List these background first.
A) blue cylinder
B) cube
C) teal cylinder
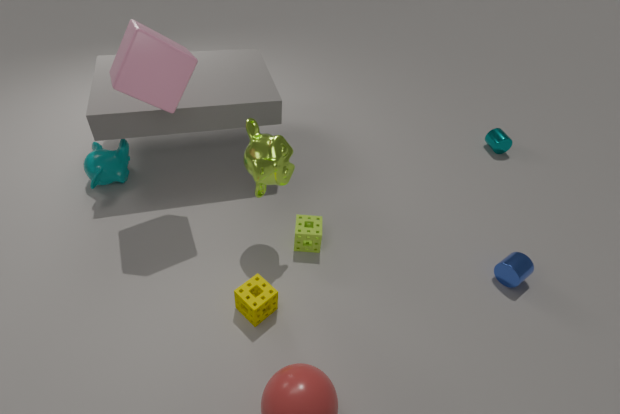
teal cylinder, blue cylinder, cube
